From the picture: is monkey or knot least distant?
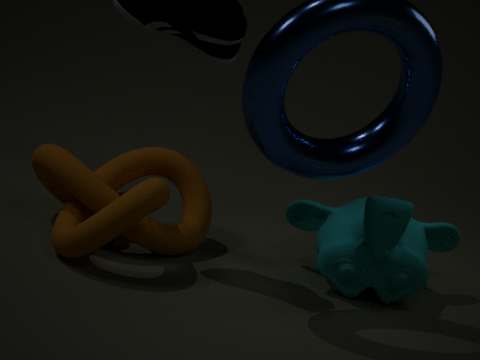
knot
